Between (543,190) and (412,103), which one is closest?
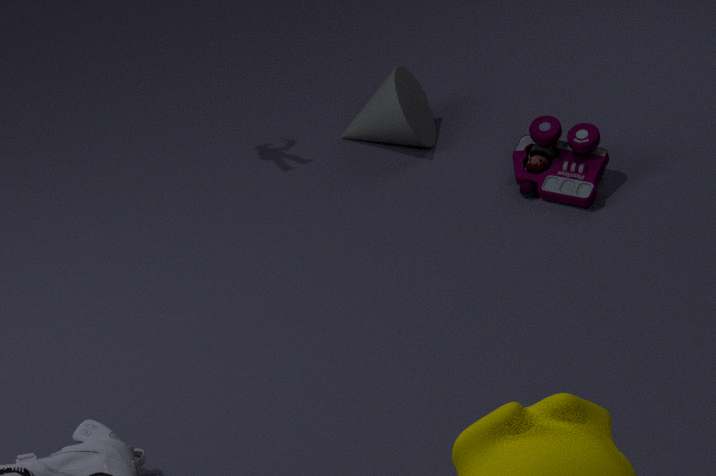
(543,190)
